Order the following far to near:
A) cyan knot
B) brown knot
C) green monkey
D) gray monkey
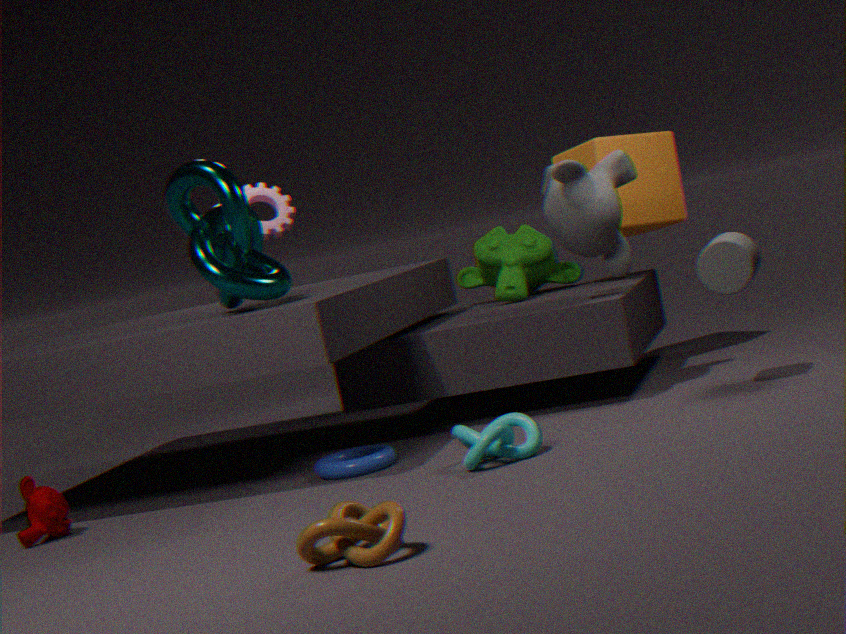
green monkey, gray monkey, cyan knot, brown knot
